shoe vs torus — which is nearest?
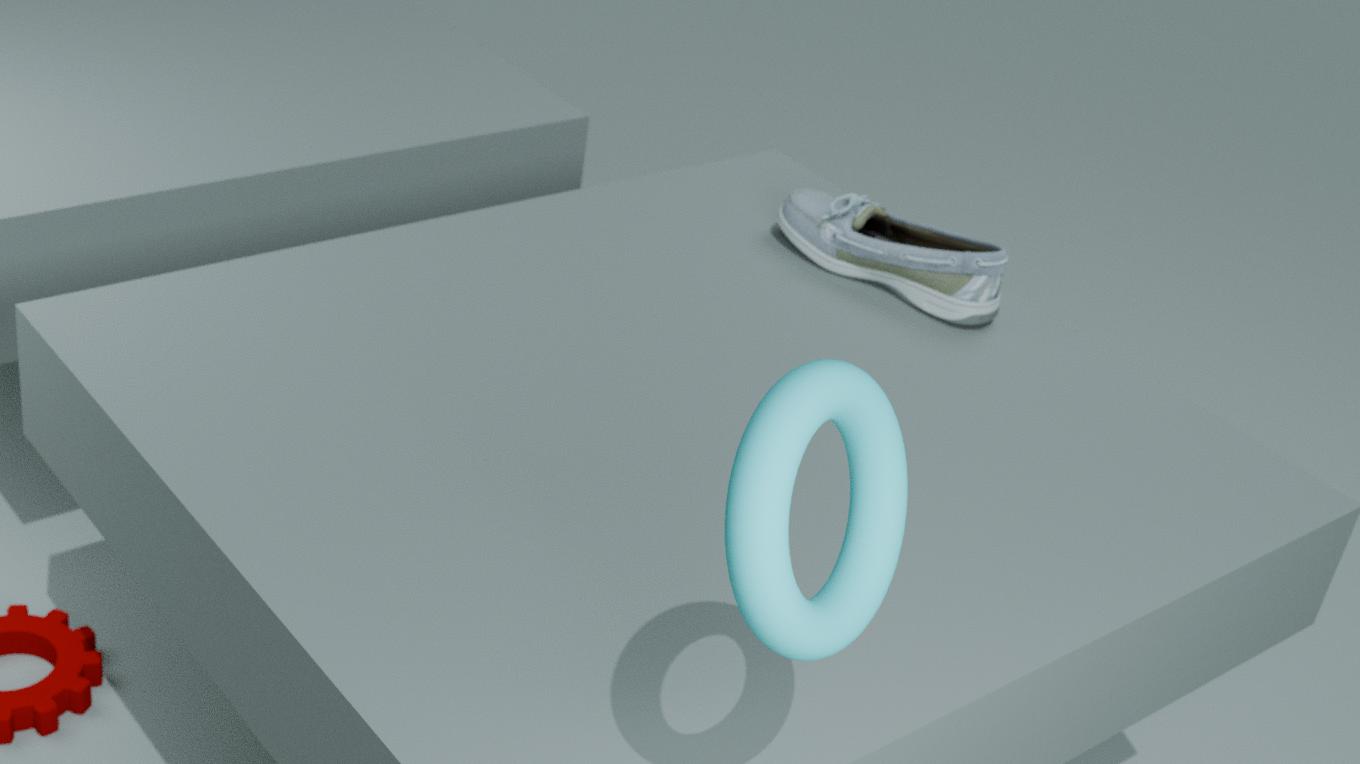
torus
